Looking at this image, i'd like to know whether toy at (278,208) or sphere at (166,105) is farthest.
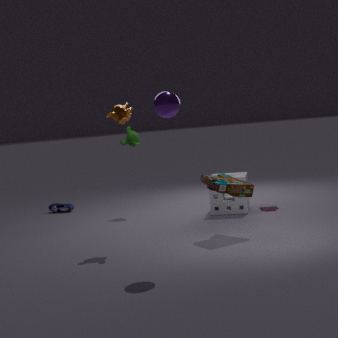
toy at (278,208)
